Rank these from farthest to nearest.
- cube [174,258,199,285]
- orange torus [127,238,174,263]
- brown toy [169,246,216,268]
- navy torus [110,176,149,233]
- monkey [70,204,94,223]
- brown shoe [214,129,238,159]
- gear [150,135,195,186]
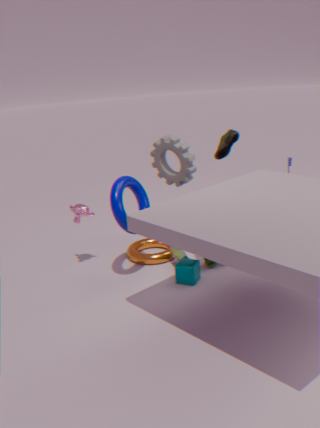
gear [150,135,195,186] → orange torus [127,238,174,263] → brown shoe [214,129,238,159] → monkey [70,204,94,223] → brown toy [169,246,216,268] → cube [174,258,199,285] → navy torus [110,176,149,233]
